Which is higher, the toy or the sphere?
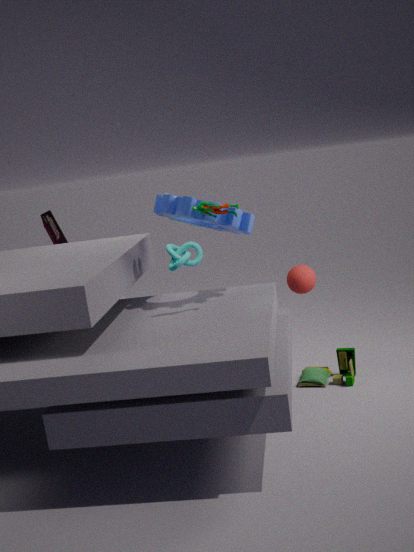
the sphere
